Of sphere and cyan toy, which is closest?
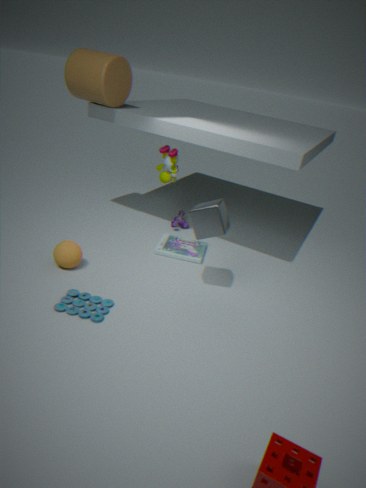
cyan toy
